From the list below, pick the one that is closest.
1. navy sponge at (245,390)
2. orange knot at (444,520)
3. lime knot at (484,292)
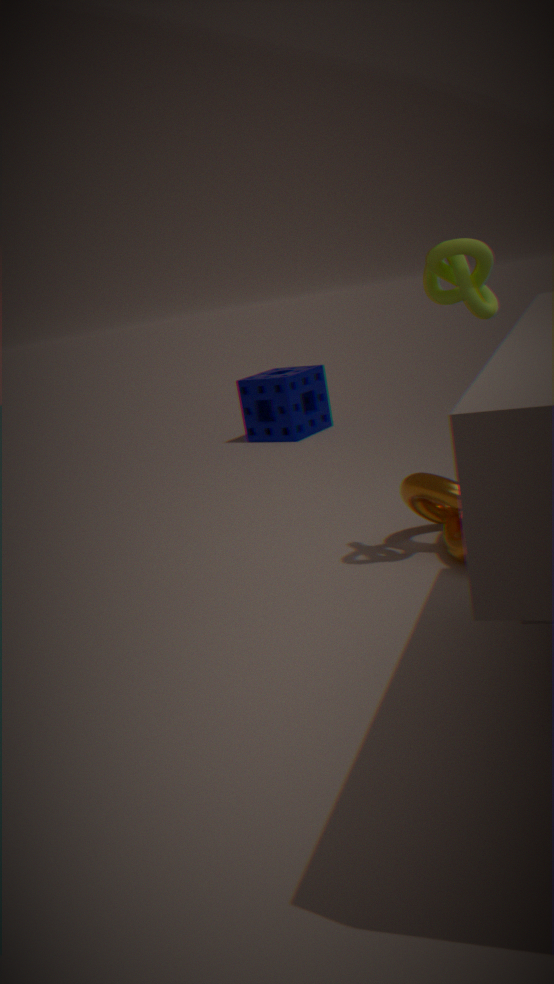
lime knot at (484,292)
